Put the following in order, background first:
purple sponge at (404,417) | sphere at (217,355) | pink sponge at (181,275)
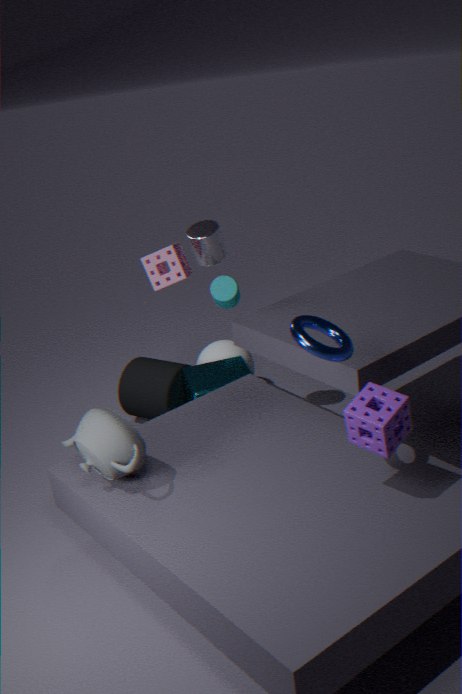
1. sphere at (217,355)
2. pink sponge at (181,275)
3. purple sponge at (404,417)
